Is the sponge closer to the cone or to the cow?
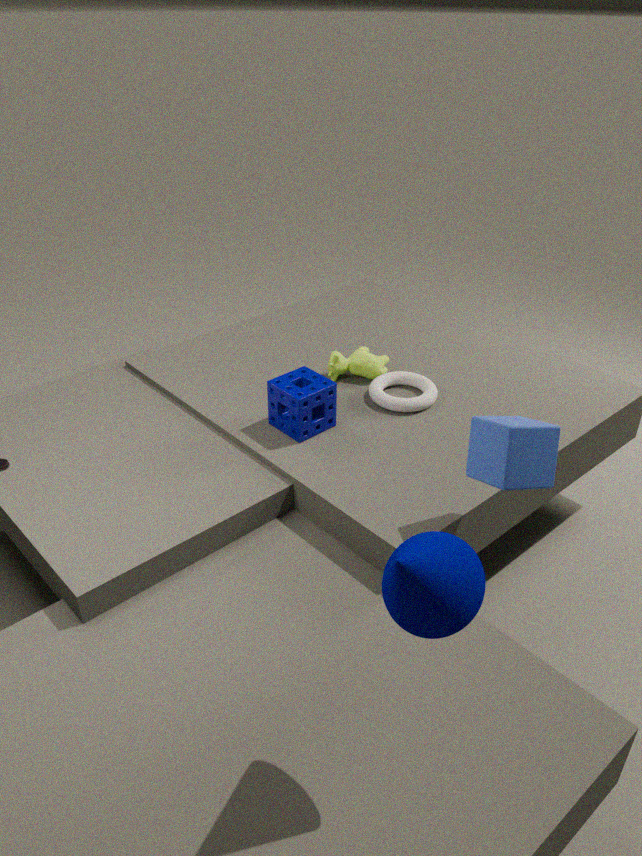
the cow
